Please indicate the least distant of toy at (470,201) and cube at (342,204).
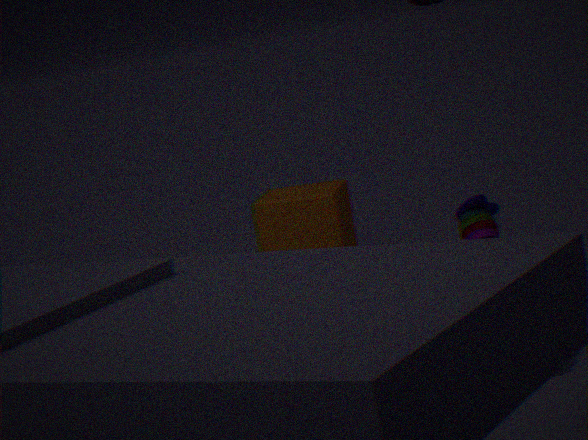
toy at (470,201)
